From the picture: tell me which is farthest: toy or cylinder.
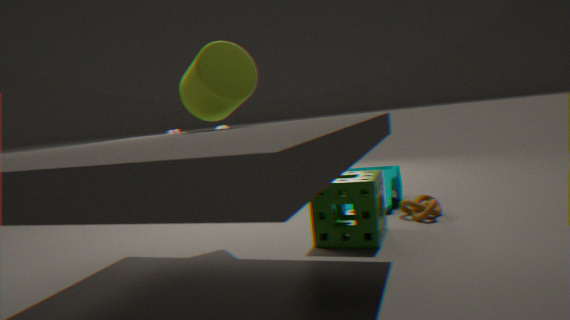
toy
